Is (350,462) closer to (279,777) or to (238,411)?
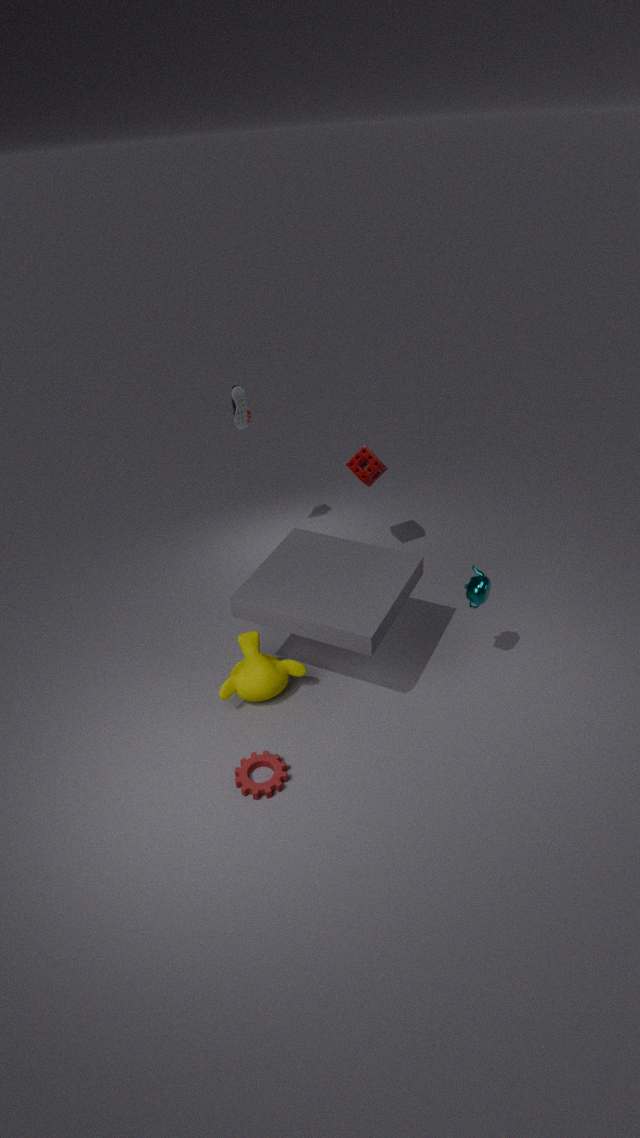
(238,411)
